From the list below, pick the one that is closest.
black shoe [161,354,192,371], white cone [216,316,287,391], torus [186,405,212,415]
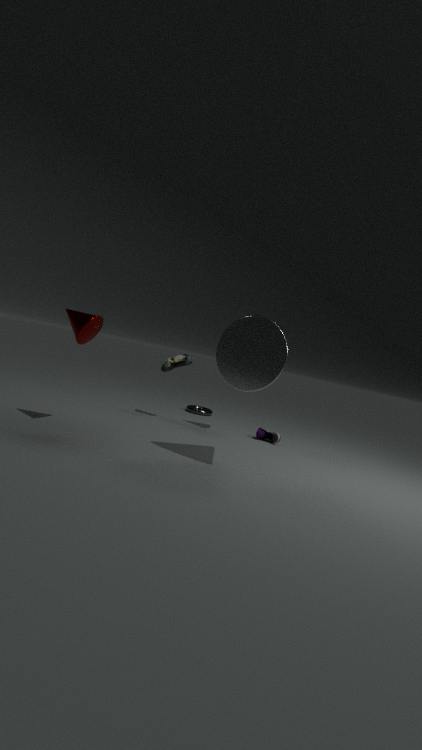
white cone [216,316,287,391]
